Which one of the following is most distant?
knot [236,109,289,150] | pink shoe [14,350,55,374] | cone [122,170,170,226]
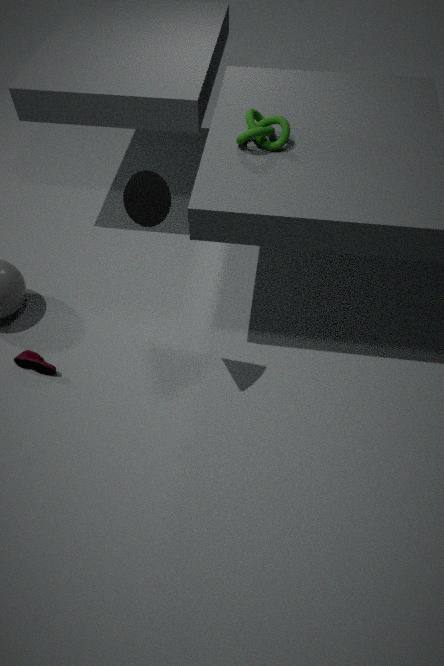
pink shoe [14,350,55,374]
